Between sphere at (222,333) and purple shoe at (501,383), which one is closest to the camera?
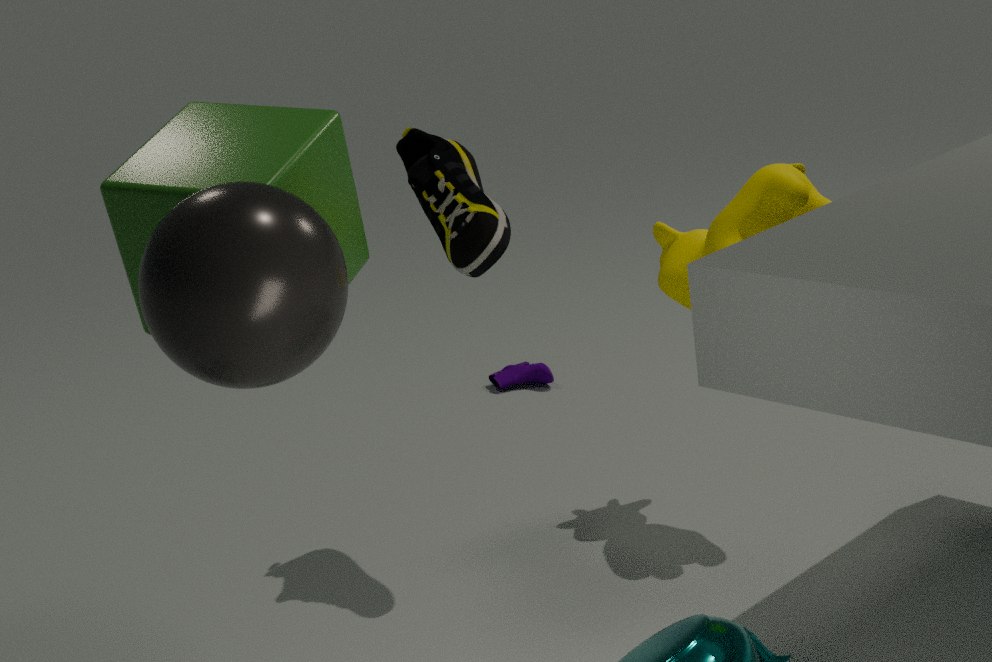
sphere at (222,333)
